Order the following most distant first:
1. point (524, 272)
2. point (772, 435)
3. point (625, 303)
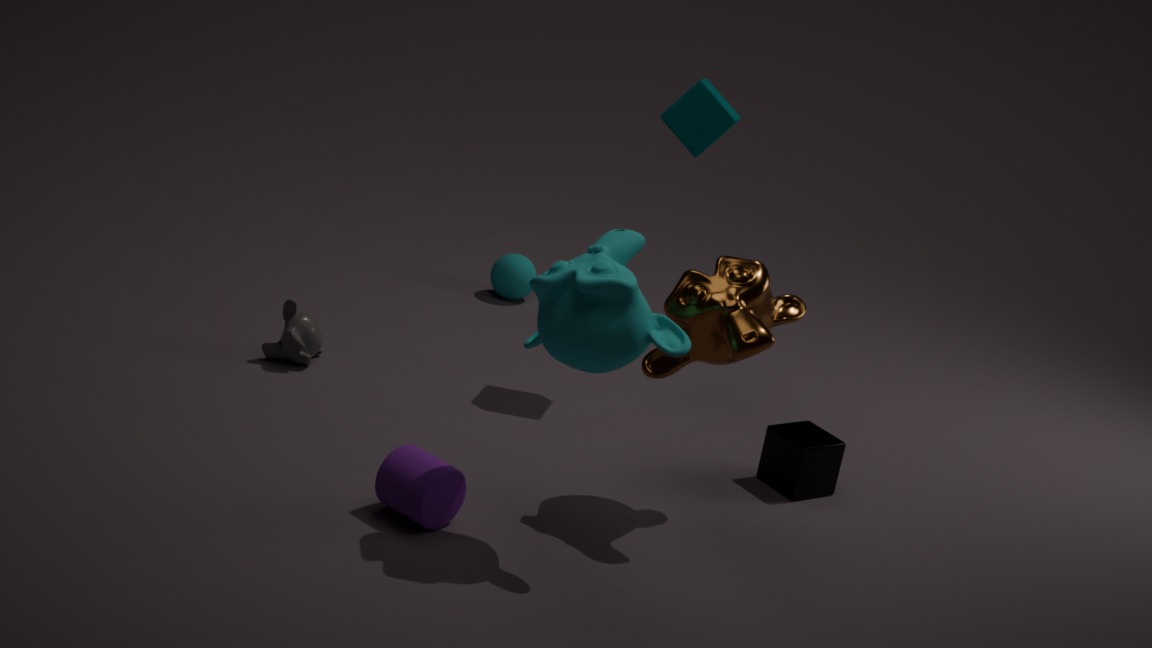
point (524, 272), point (772, 435), point (625, 303)
